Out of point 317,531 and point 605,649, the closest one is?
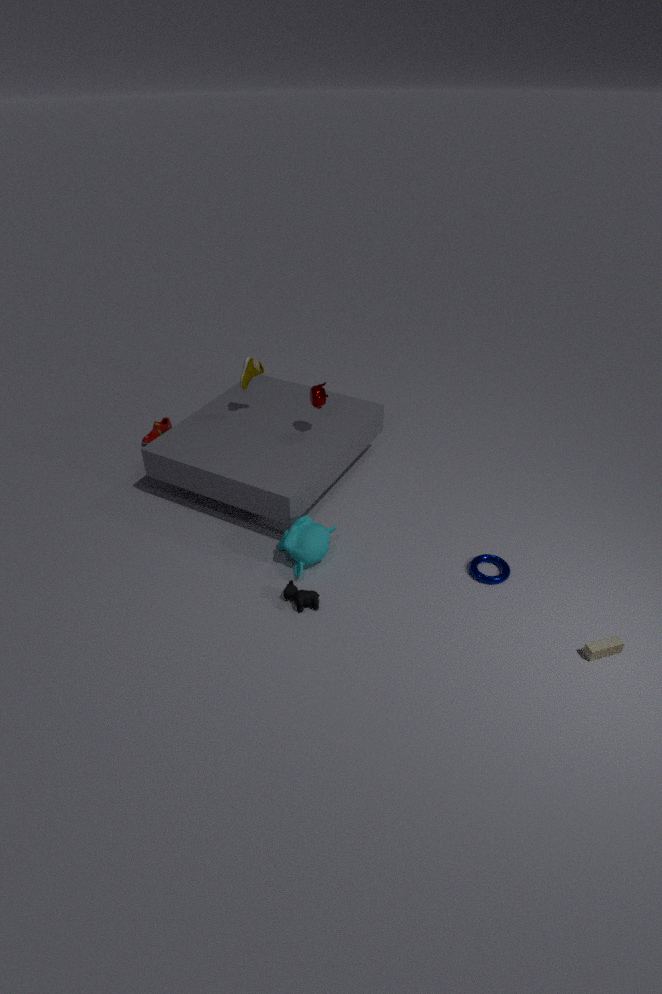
point 605,649
